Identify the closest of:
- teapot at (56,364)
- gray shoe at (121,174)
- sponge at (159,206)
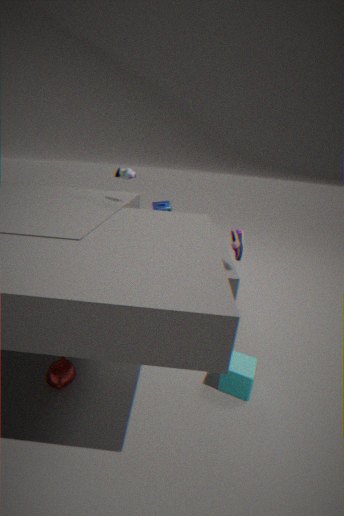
teapot at (56,364)
